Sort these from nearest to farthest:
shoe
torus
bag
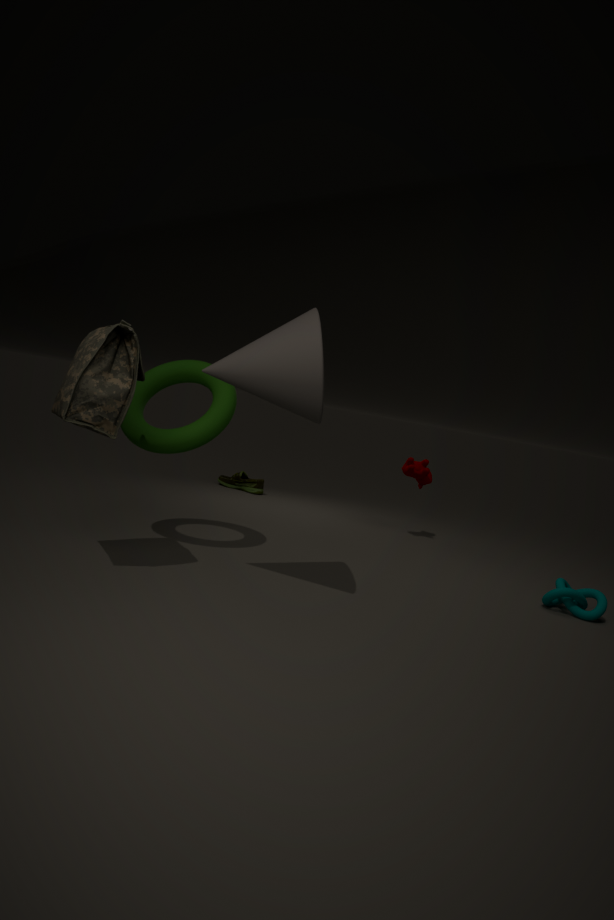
bag
torus
shoe
